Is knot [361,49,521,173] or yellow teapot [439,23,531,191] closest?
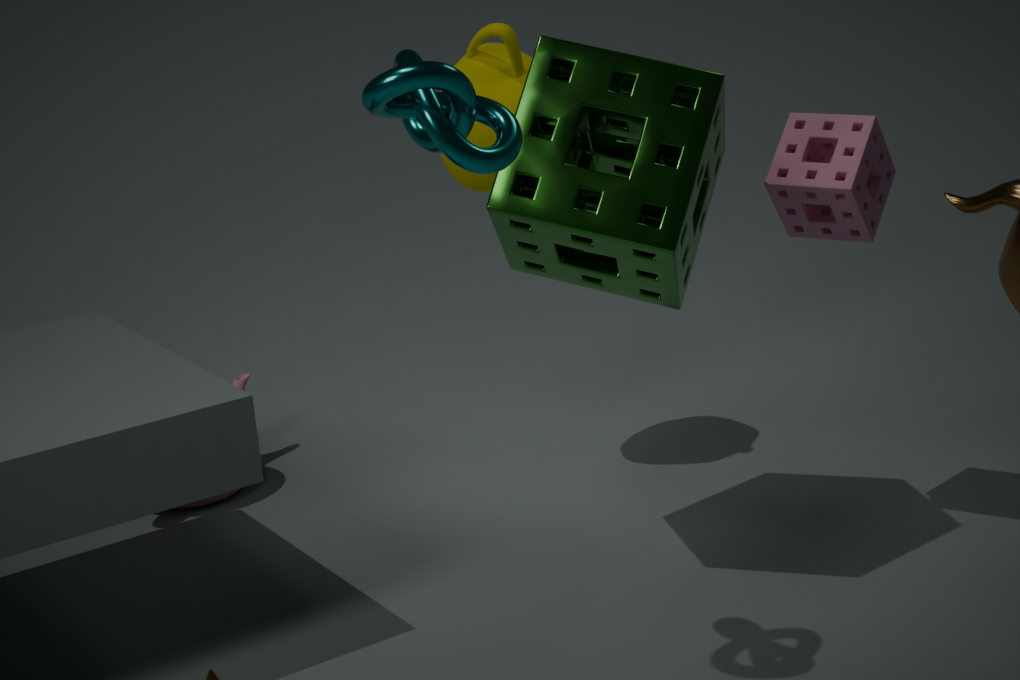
knot [361,49,521,173]
